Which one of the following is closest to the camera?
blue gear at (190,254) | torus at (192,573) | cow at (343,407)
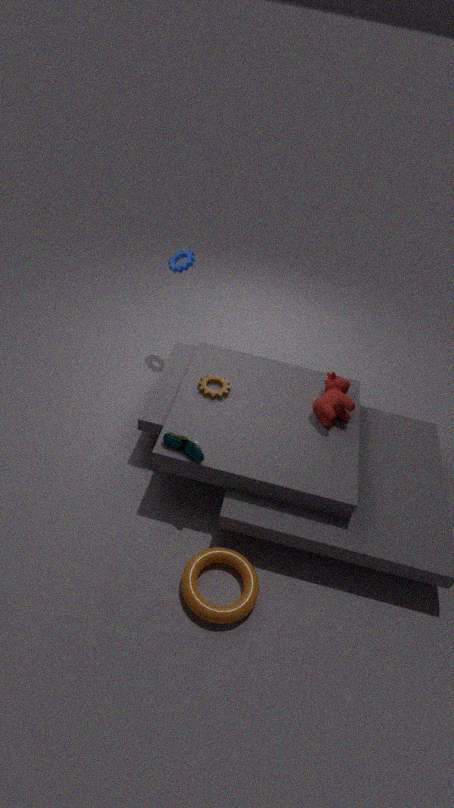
torus at (192,573)
